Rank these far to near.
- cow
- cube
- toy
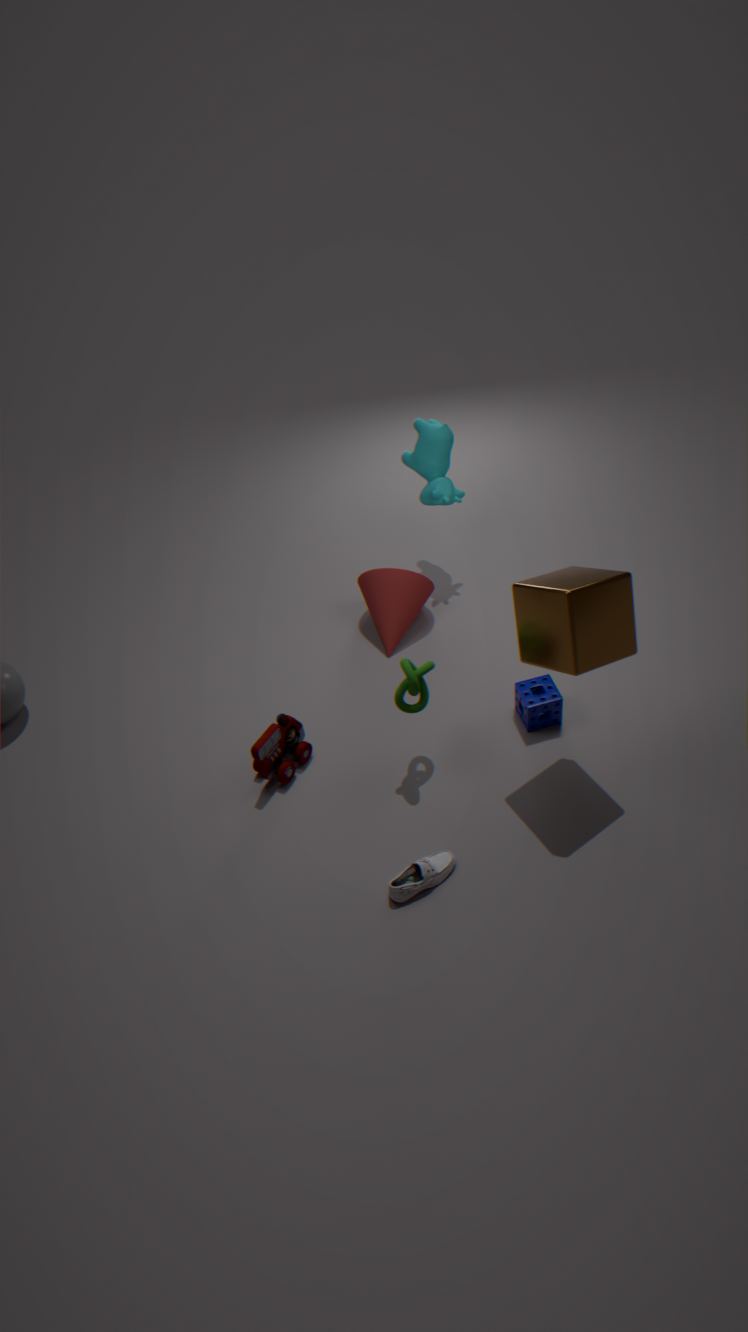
cow, toy, cube
